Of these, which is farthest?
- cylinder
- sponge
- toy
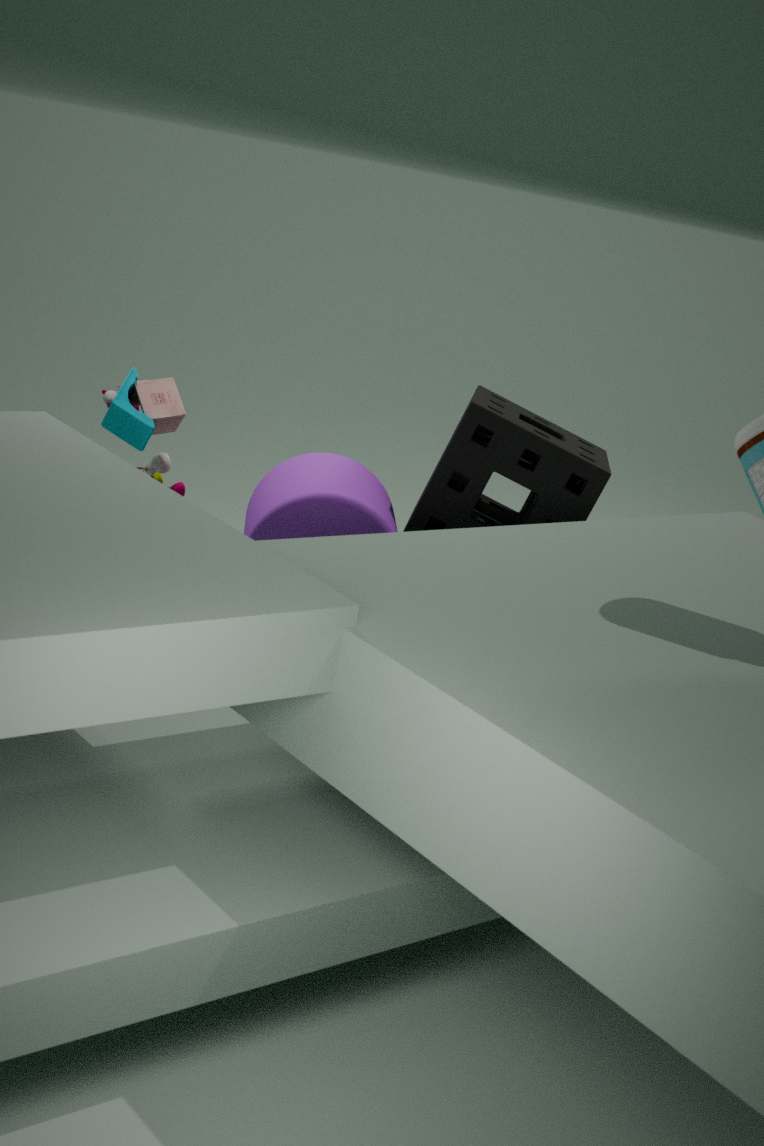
toy
